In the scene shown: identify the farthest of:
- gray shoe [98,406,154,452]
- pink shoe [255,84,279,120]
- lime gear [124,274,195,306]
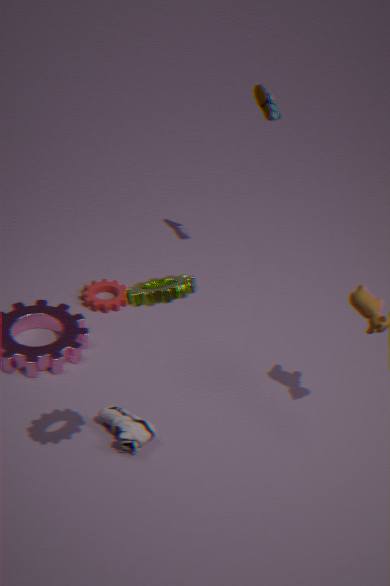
pink shoe [255,84,279,120]
